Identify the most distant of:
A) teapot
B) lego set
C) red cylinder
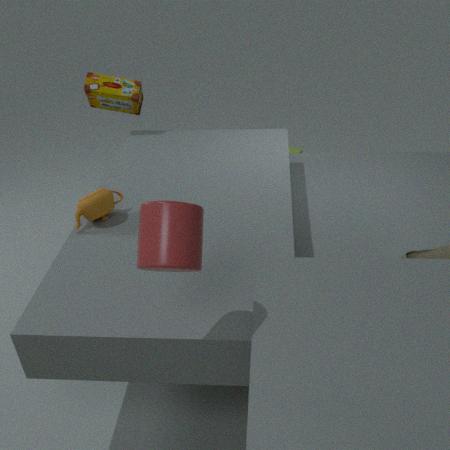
lego set
